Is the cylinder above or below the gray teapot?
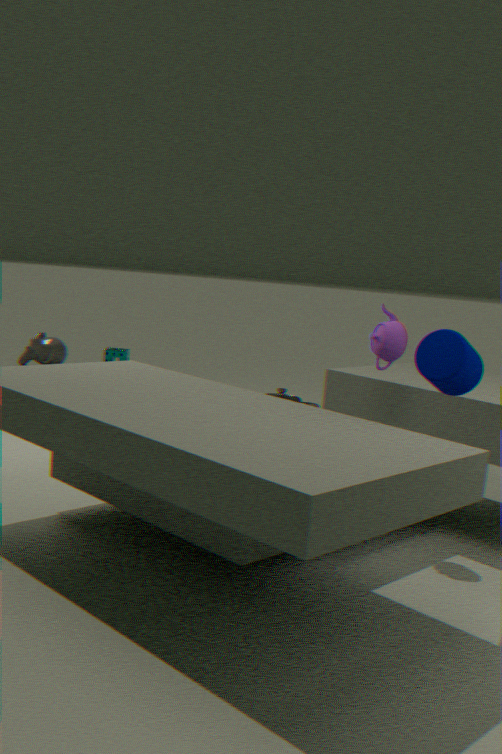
above
